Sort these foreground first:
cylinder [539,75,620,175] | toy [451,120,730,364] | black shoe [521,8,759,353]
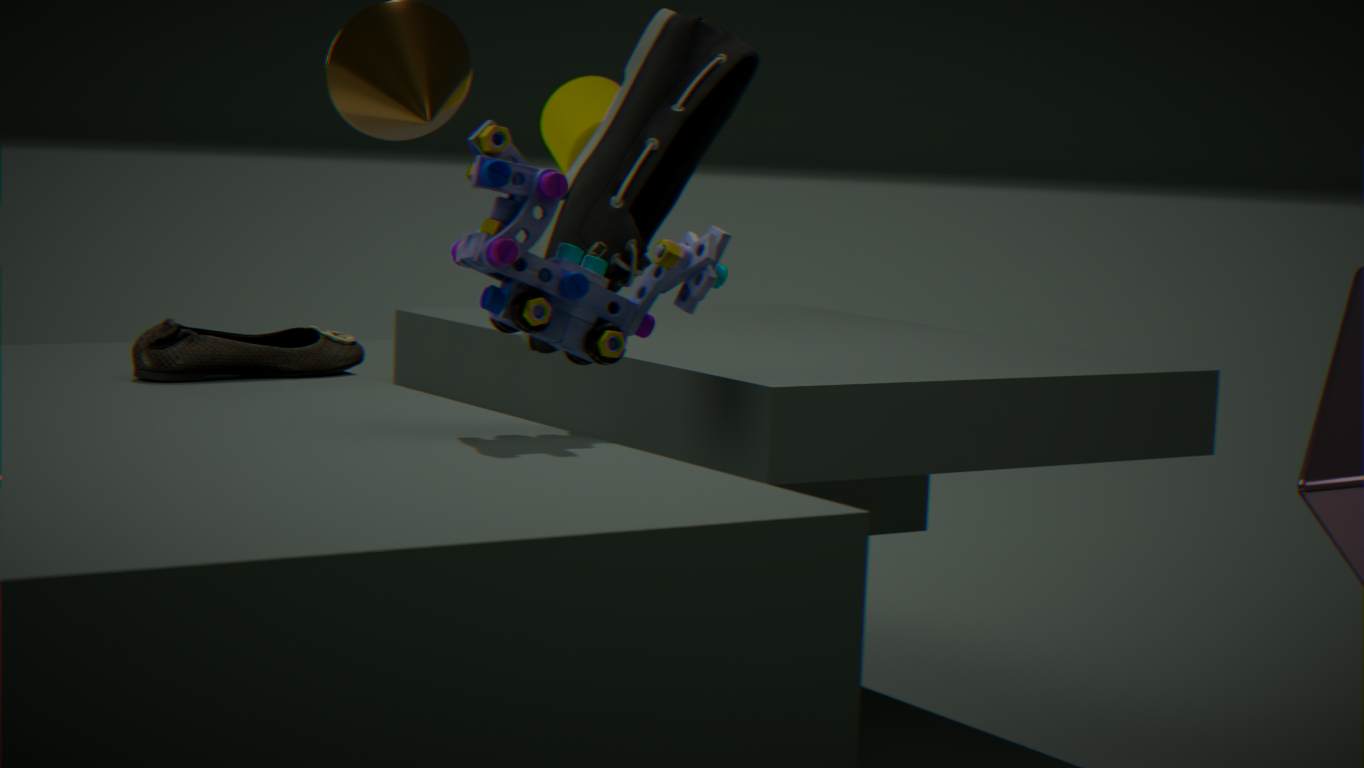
toy [451,120,730,364], black shoe [521,8,759,353], cylinder [539,75,620,175]
